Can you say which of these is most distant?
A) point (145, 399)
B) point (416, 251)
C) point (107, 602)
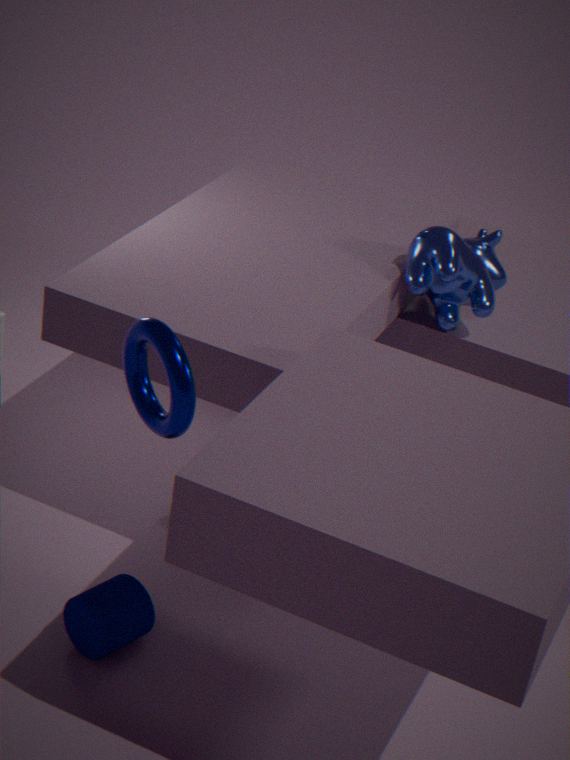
point (416, 251)
